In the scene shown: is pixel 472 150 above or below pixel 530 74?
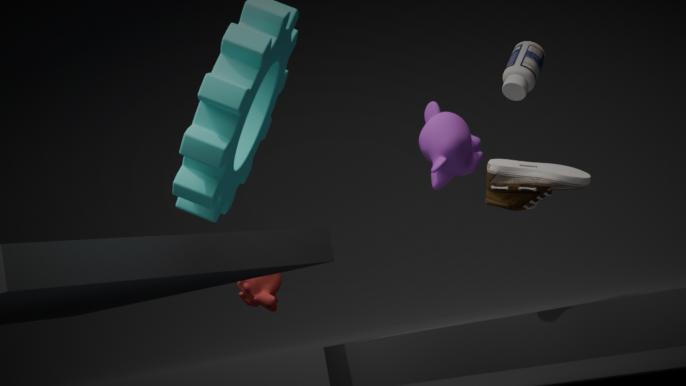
below
